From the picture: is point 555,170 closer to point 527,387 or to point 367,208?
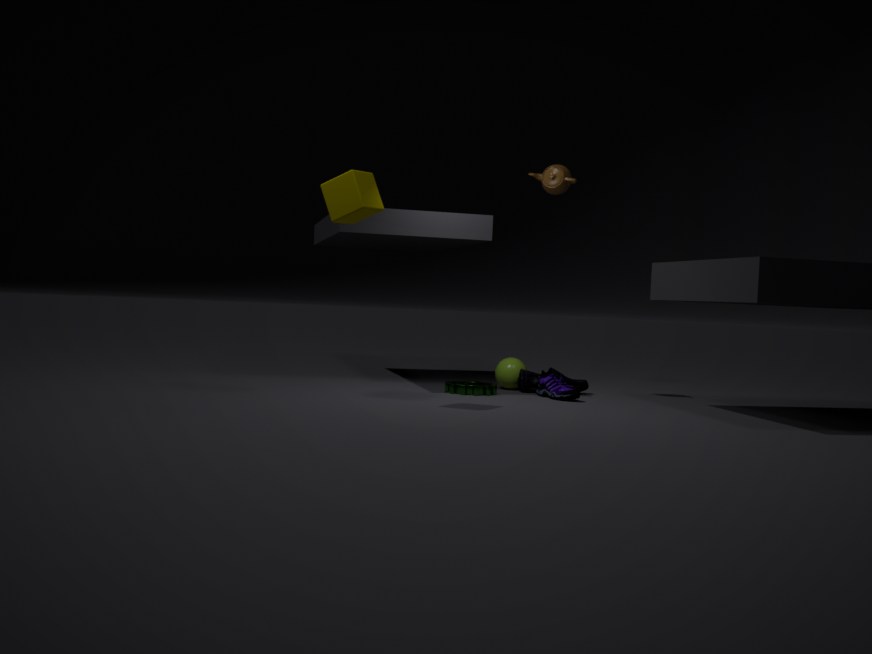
point 527,387
